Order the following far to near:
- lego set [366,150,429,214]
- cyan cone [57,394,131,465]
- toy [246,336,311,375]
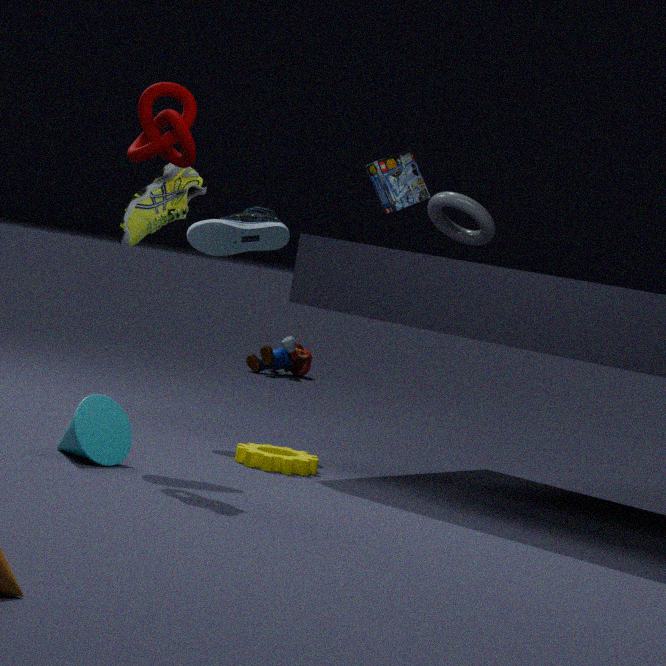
toy [246,336,311,375], lego set [366,150,429,214], cyan cone [57,394,131,465]
